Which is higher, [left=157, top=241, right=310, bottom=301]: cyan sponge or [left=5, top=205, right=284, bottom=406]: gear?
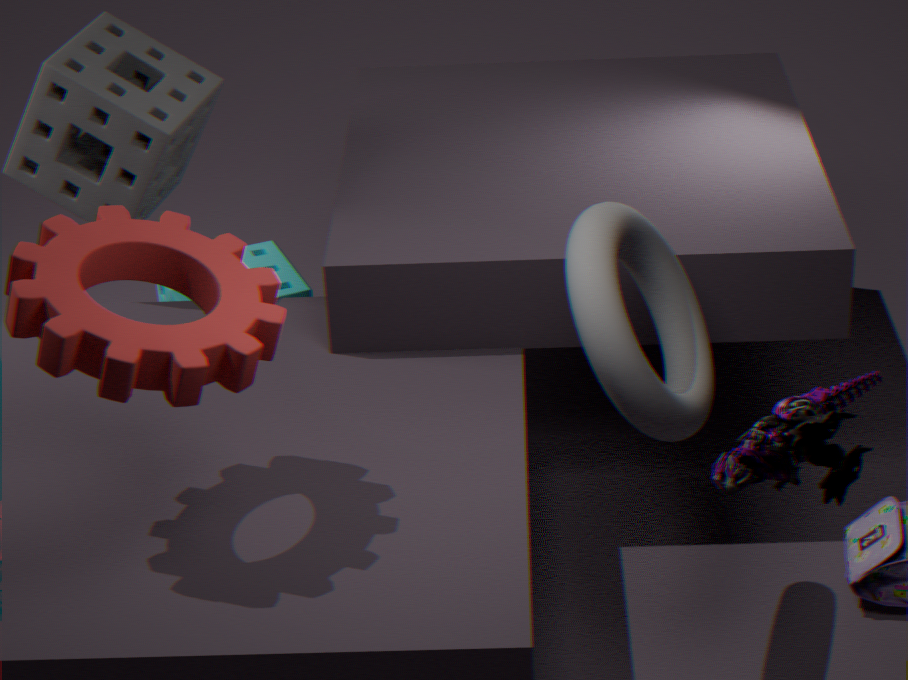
[left=5, top=205, right=284, bottom=406]: gear
